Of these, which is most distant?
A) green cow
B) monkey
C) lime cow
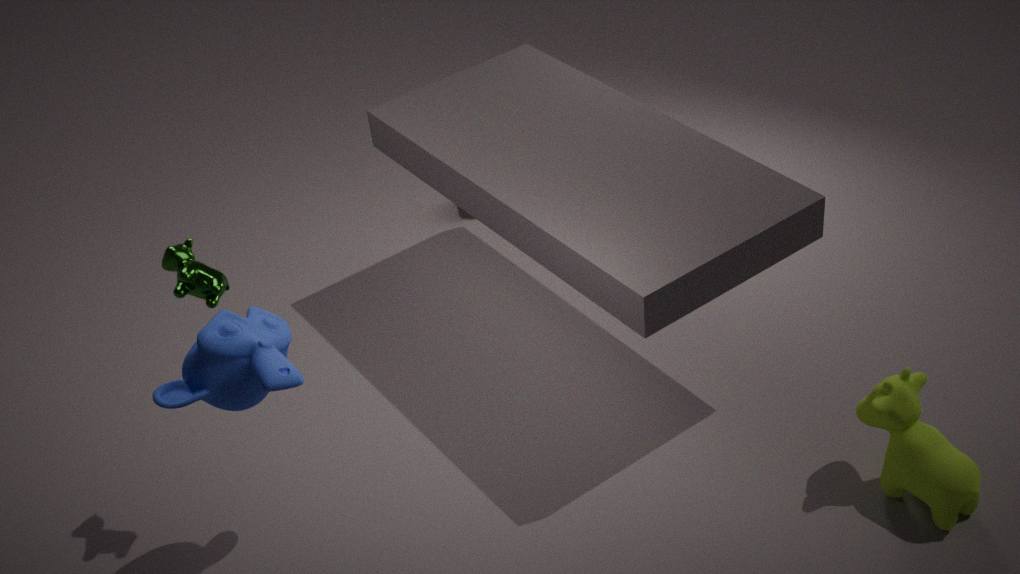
lime cow
